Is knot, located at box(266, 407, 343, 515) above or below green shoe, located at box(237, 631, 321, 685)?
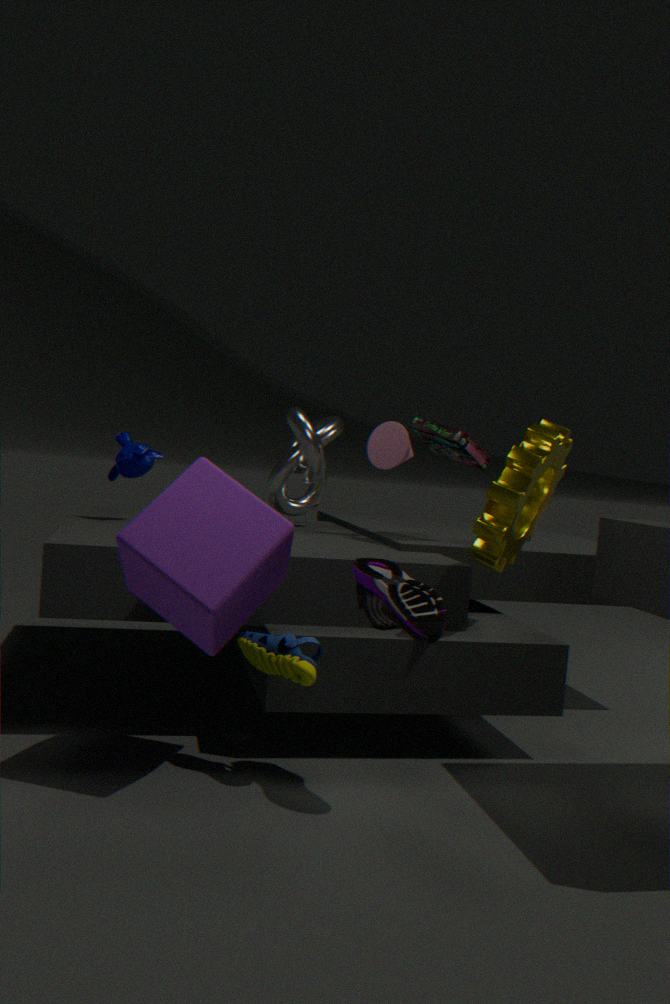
above
